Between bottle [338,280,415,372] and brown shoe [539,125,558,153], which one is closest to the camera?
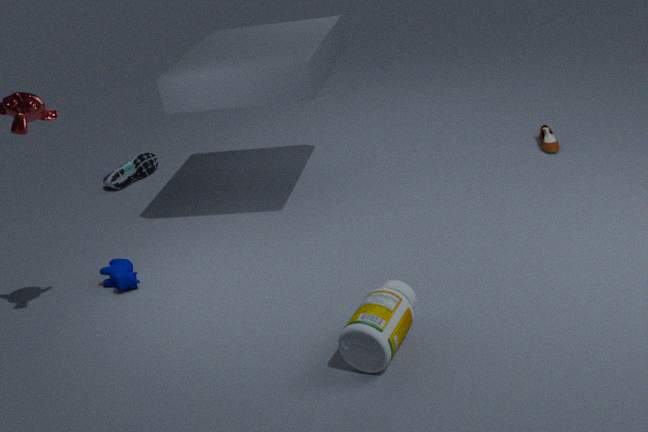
bottle [338,280,415,372]
